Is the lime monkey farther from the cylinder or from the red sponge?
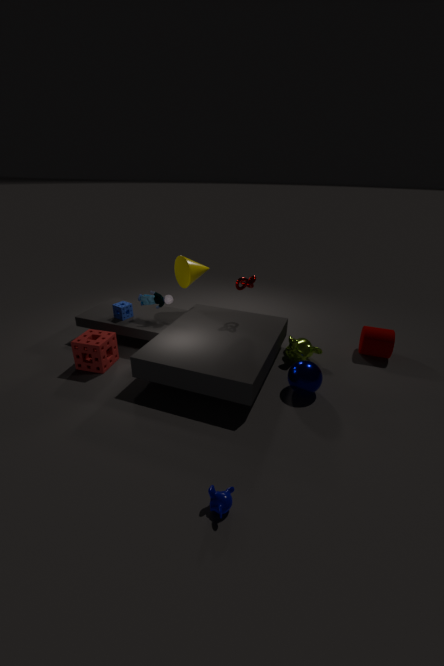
the red sponge
